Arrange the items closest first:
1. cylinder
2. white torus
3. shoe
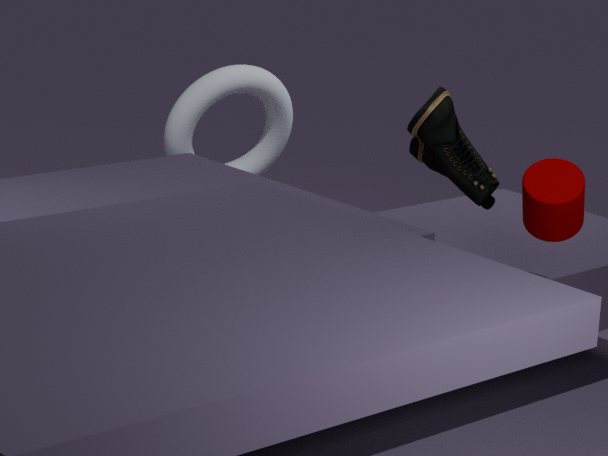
Answer: shoe, cylinder, white torus
